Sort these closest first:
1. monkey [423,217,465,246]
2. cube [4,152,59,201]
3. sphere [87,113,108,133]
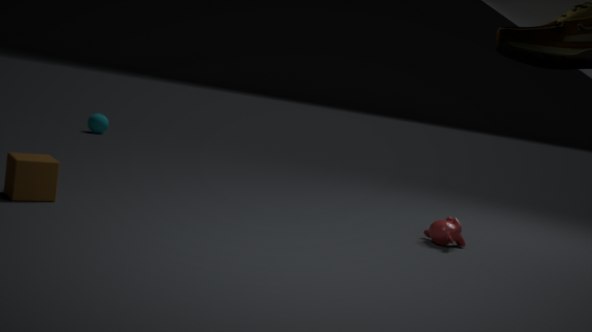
1. cube [4,152,59,201]
2. monkey [423,217,465,246]
3. sphere [87,113,108,133]
